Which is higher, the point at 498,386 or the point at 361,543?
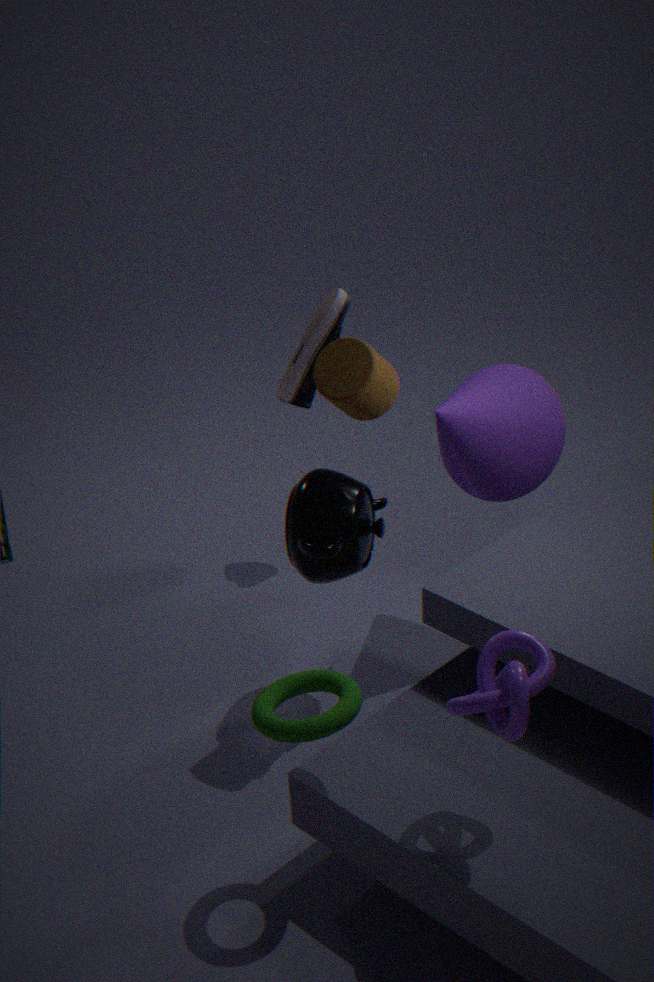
the point at 498,386
